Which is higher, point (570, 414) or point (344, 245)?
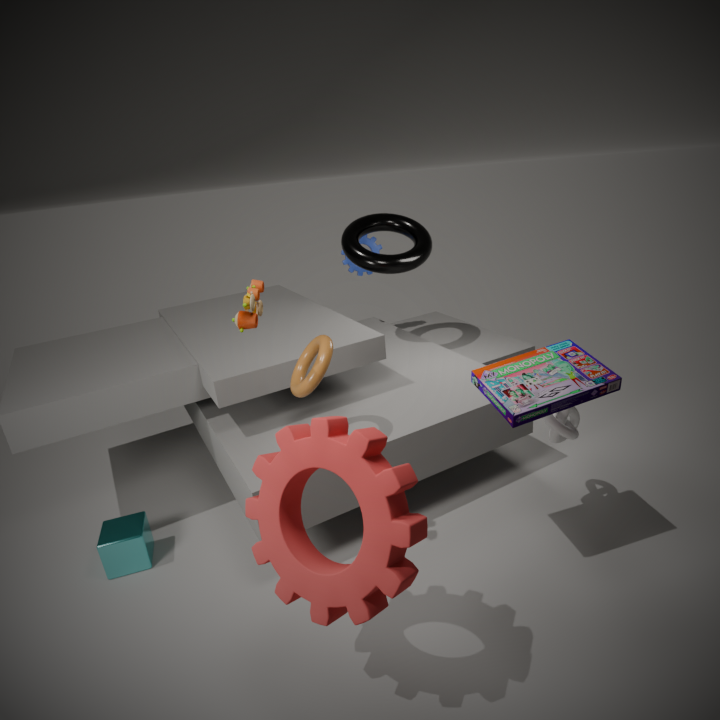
point (344, 245)
